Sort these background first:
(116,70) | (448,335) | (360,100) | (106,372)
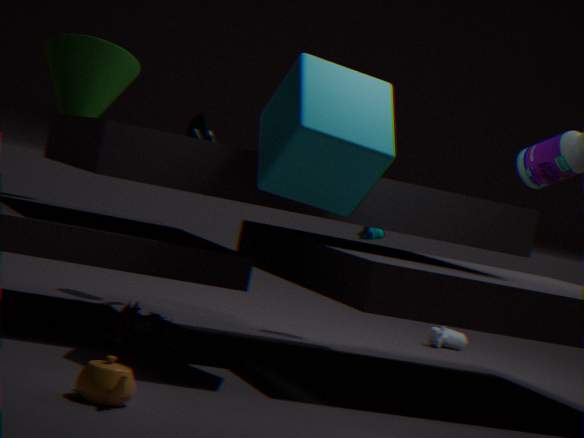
(448,335) < (116,70) < (360,100) < (106,372)
